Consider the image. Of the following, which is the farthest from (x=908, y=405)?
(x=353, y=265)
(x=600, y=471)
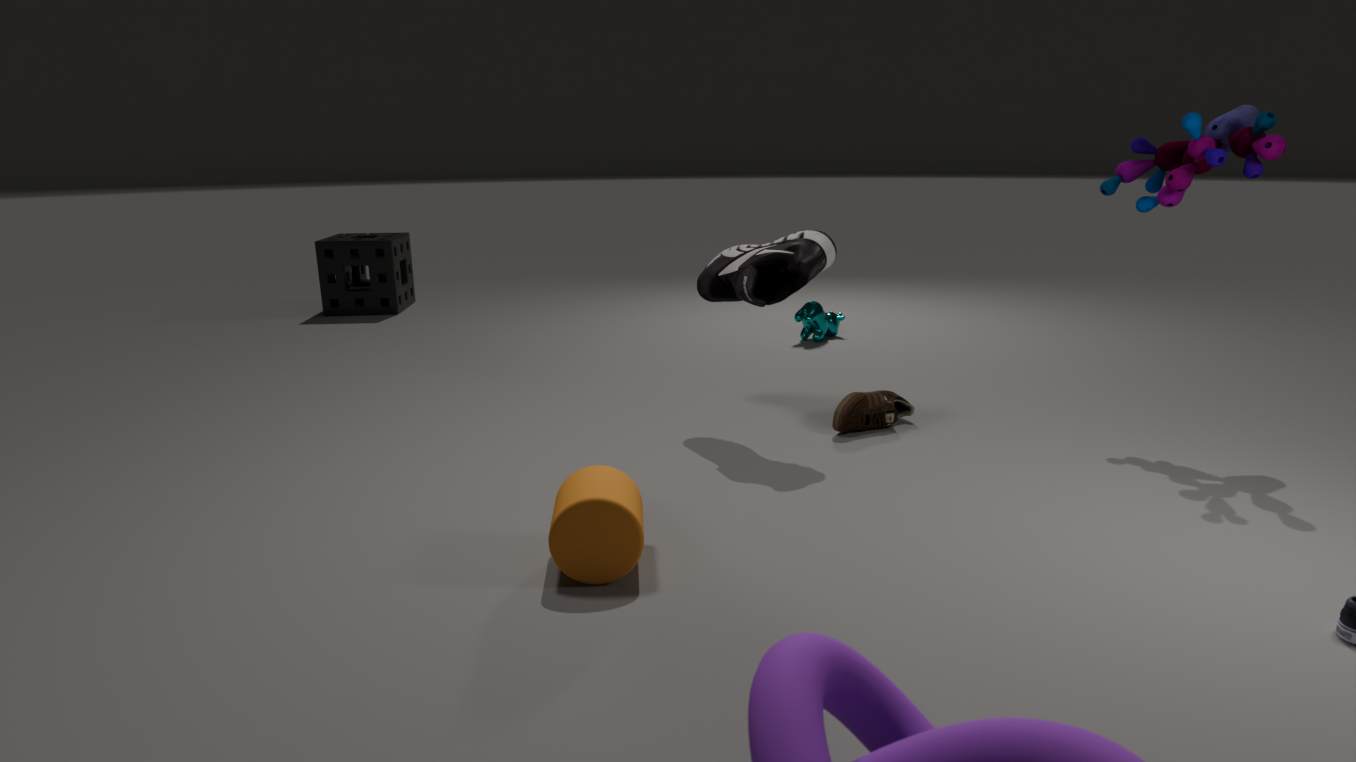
(x=353, y=265)
